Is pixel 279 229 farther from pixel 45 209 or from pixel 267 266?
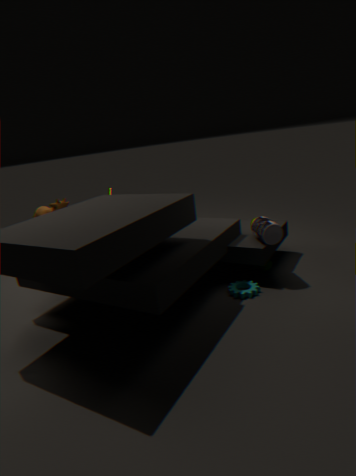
pixel 45 209
